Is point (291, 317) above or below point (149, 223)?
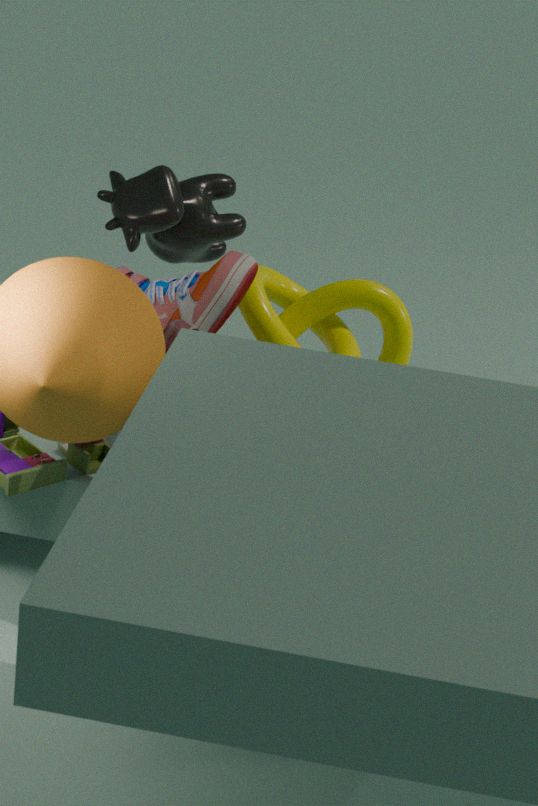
below
